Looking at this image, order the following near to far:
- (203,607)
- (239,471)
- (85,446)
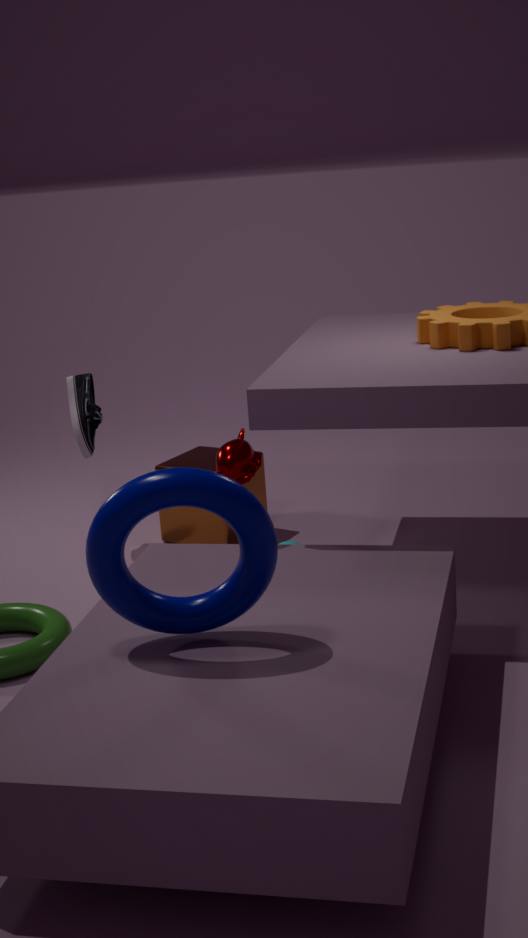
(203,607) → (239,471) → (85,446)
